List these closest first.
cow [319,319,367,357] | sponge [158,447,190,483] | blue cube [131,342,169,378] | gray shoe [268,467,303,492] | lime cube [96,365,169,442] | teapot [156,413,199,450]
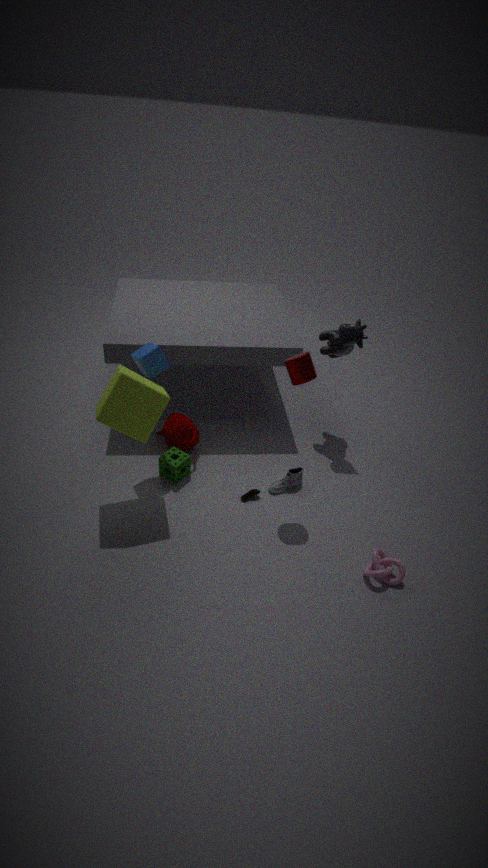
lime cube [96,365,169,442], blue cube [131,342,169,378], sponge [158,447,190,483], gray shoe [268,467,303,492], cow [319,319,367,357], teapot [156,413,199,450]
